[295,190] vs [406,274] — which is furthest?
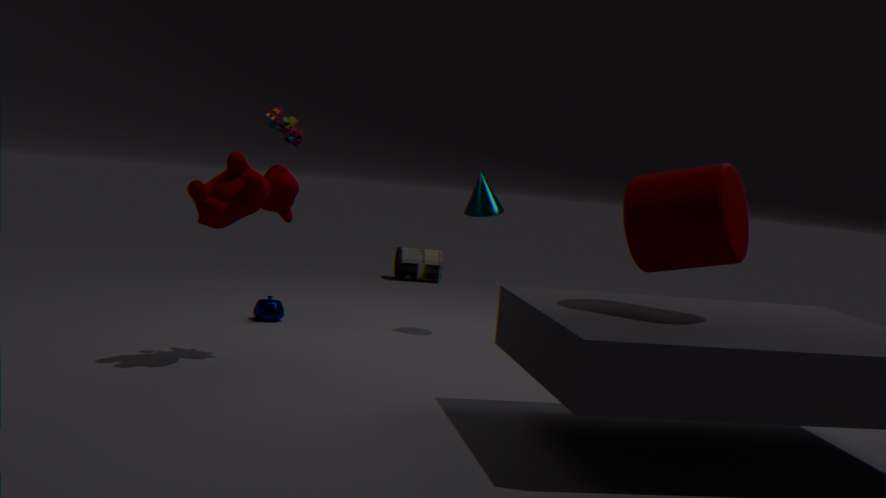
[406,274]
